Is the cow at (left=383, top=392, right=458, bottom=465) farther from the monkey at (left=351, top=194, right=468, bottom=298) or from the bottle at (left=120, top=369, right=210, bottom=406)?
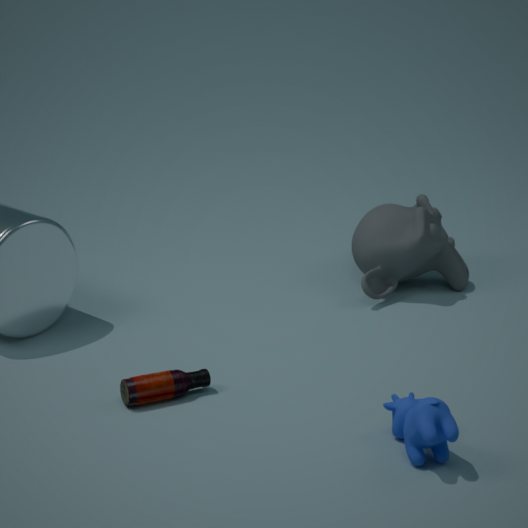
the monkey at (left=351, top=194, right=468, bottom=298)
